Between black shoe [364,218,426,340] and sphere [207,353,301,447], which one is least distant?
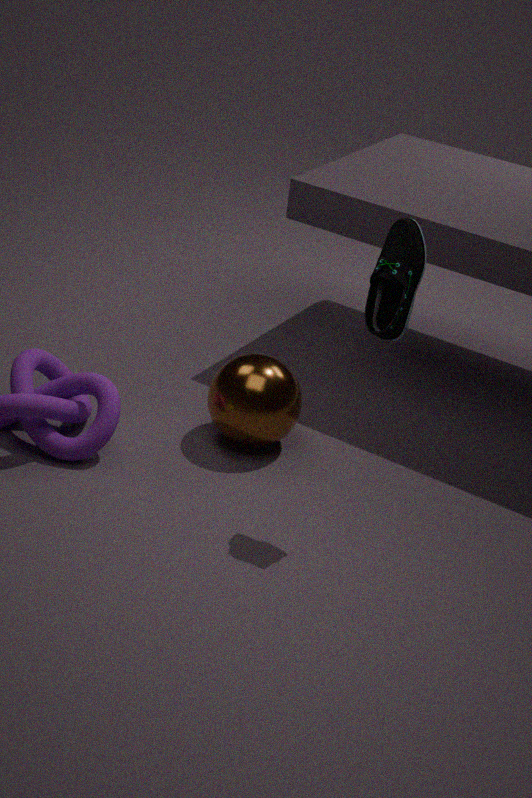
black shoe [364,218,426,340]
